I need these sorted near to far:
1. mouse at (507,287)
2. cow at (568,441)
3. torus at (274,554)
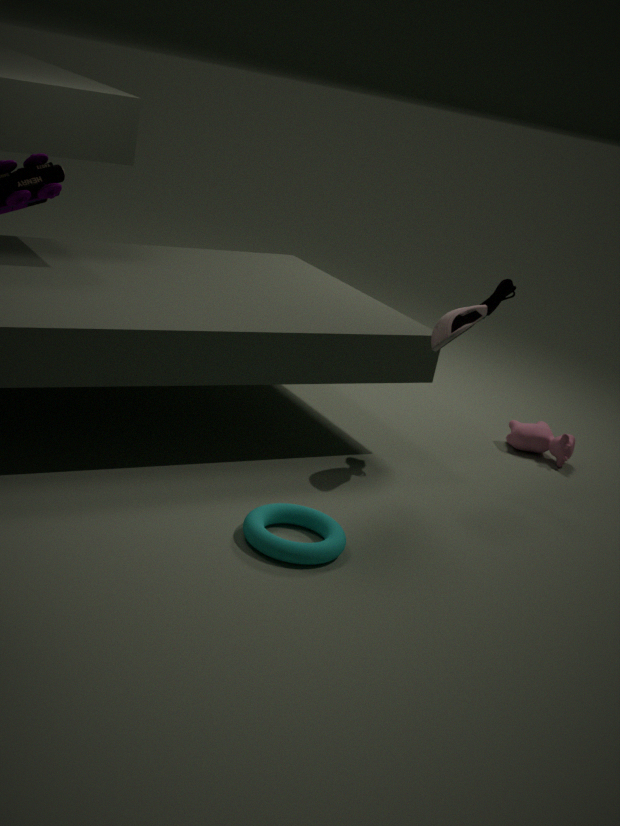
1. torus at (274,554)
2. mouse at (507,287)
3. cow at (568,441)
